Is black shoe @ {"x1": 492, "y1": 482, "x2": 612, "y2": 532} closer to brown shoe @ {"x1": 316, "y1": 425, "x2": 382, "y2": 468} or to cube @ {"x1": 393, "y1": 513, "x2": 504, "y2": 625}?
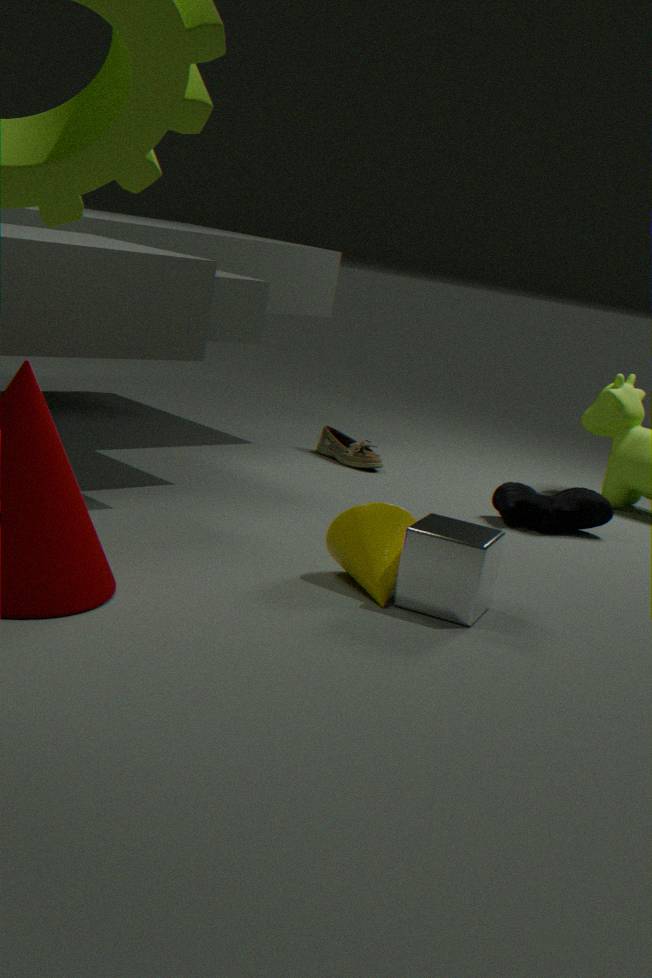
brown shoe @ {"x1": 316, "y1": 425, "x2": 382, "y2": 468}
